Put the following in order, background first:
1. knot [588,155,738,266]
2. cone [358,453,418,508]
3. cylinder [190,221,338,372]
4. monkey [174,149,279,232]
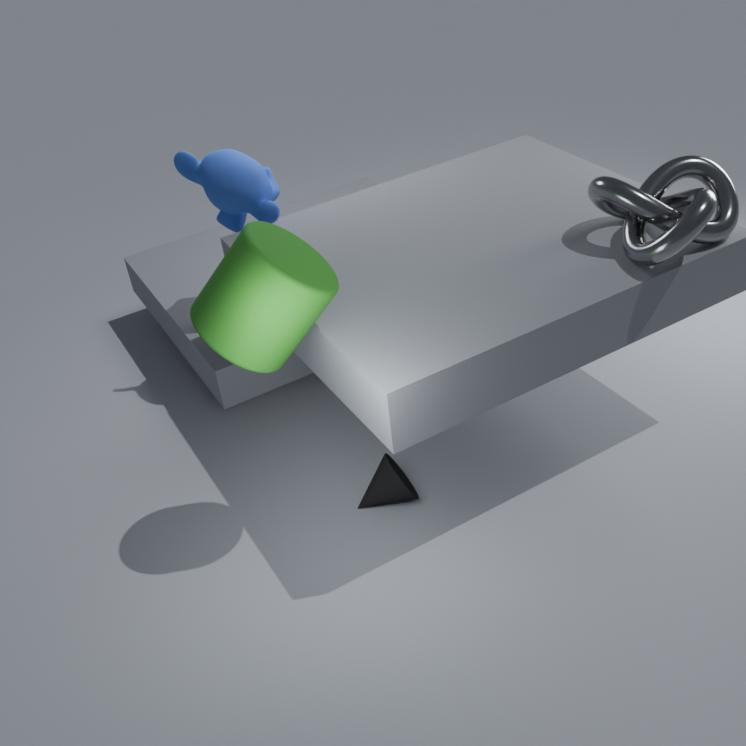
monkey [174,149,279,232] < cone [358,453,418,508] < knot [588,155,738,266] < cylinder [190,221,338,372]
